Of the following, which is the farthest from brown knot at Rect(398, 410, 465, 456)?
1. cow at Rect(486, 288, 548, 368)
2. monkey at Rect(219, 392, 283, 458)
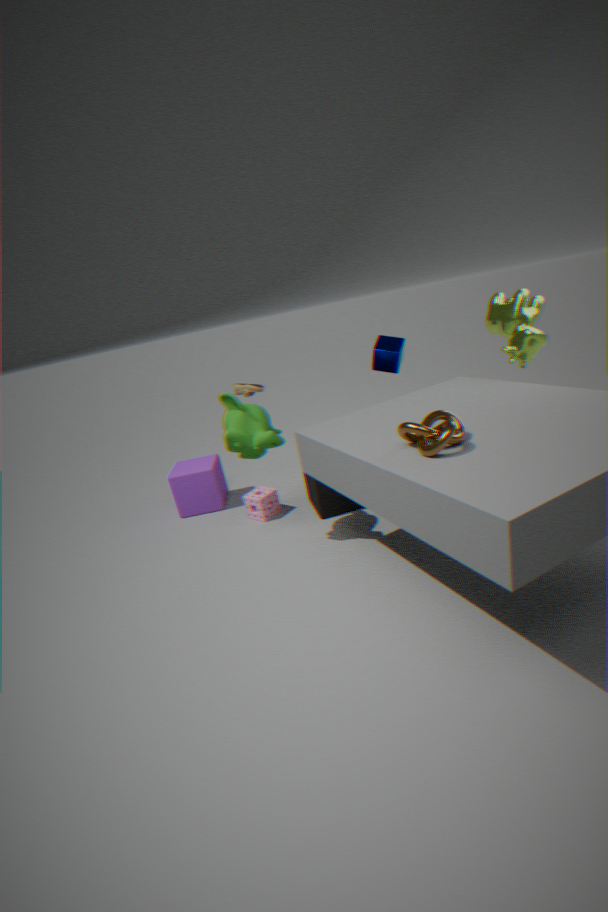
cow at Rect(486, 288, 548, 368)
